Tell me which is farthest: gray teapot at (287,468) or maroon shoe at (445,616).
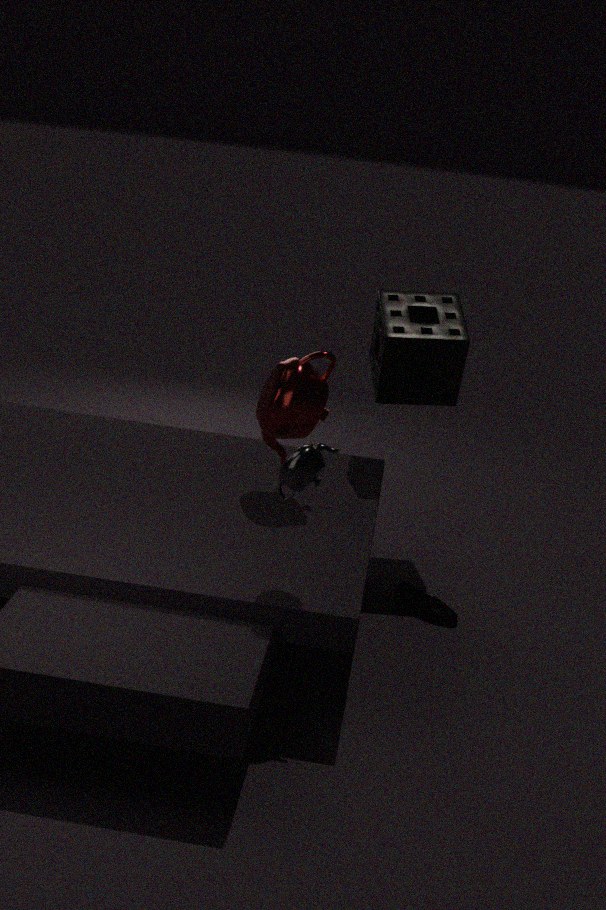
maroon shoe at (445,616)
